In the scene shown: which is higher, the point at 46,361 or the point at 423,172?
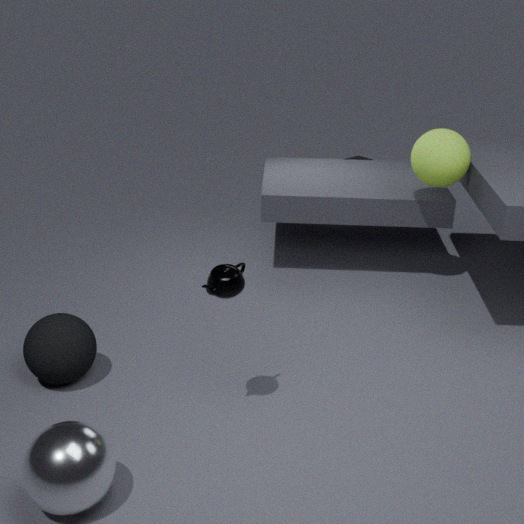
the point at 423,172
